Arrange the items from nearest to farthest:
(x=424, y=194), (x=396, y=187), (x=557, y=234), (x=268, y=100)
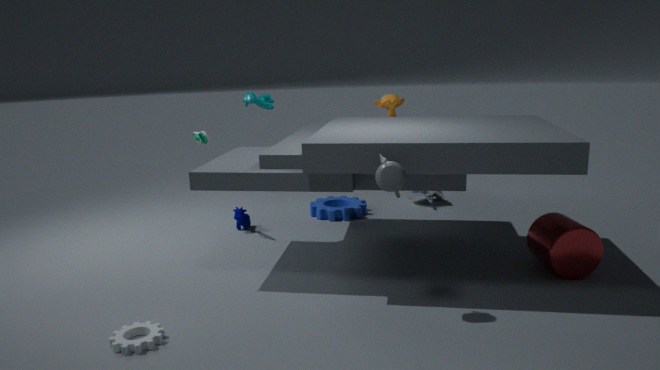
(x=396, y=187)
(x=557, y=234)
(x=268, y=100)
(x=424, y=194)
